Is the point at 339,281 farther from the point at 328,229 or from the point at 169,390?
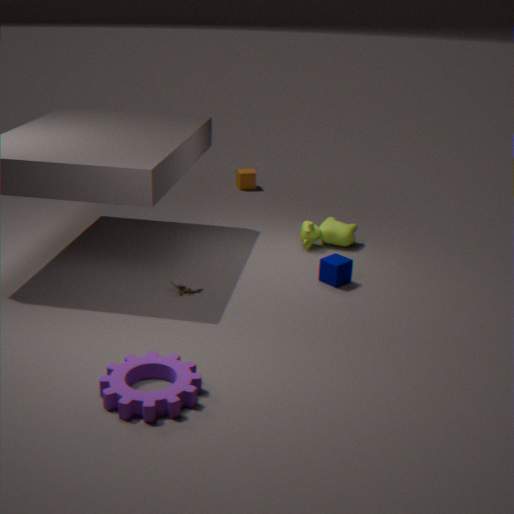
the point at 169,390
